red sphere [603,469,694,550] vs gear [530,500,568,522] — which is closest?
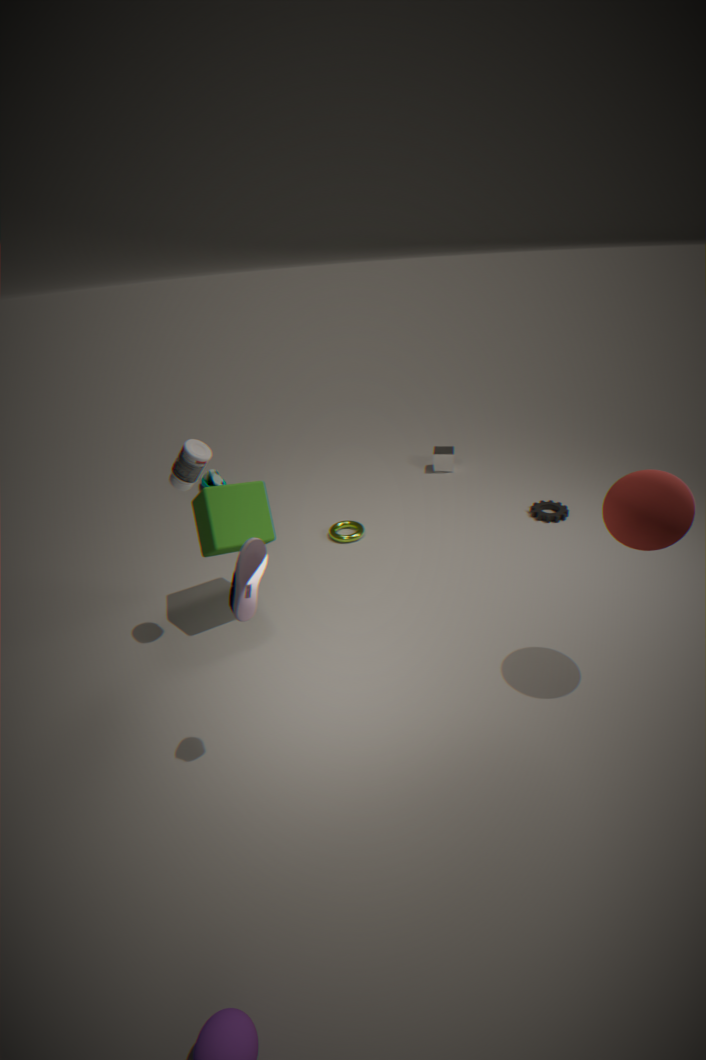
red sphere [603,469,694,550]
